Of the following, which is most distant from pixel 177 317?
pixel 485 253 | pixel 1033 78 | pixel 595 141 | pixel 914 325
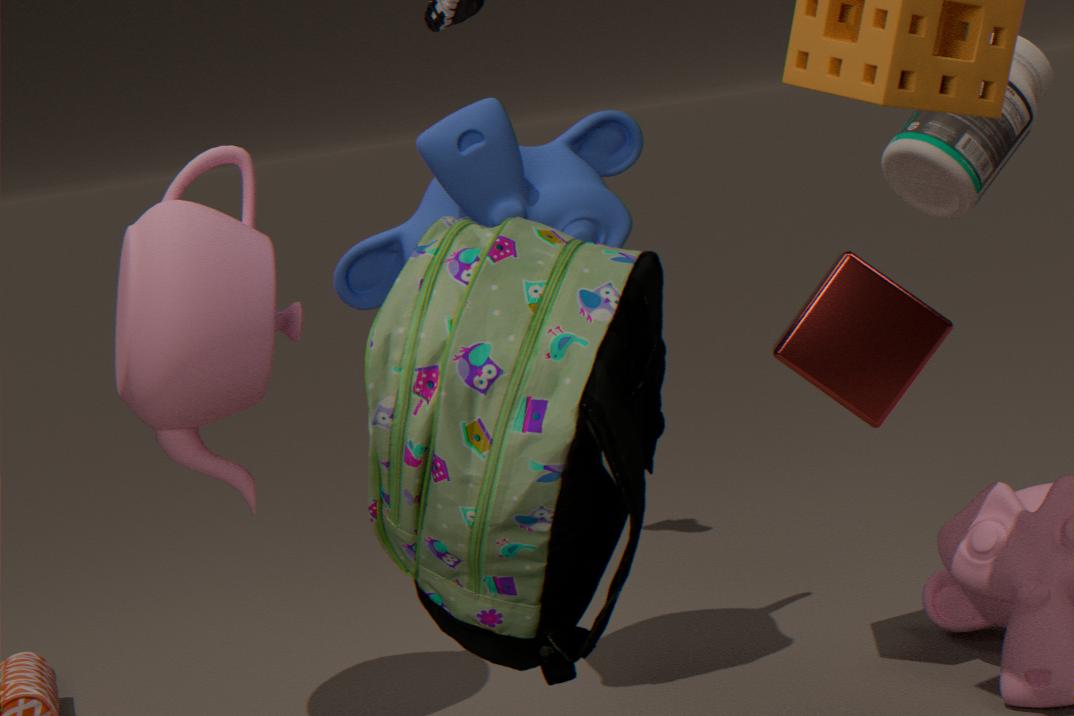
pixel 1033 78
